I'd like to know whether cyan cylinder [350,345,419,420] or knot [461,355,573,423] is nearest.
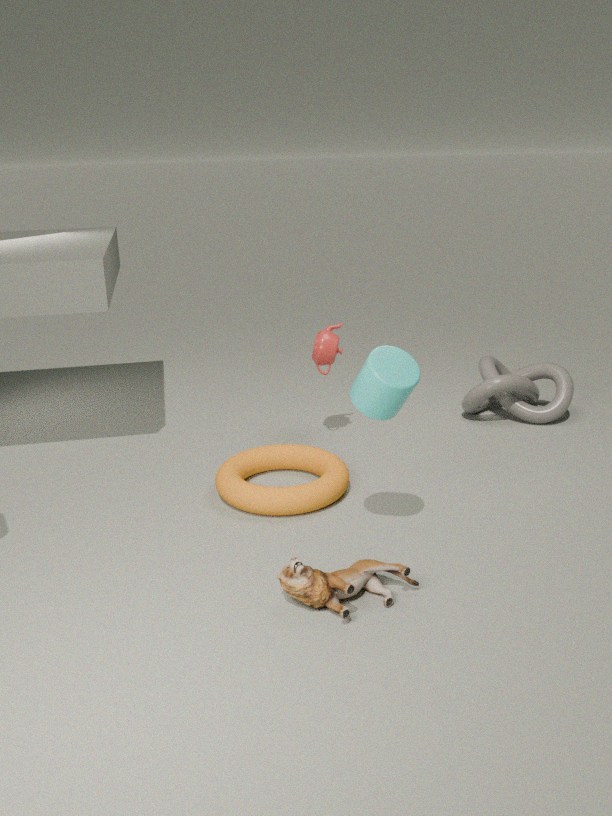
cyan cylinder [350,345,419,420]
